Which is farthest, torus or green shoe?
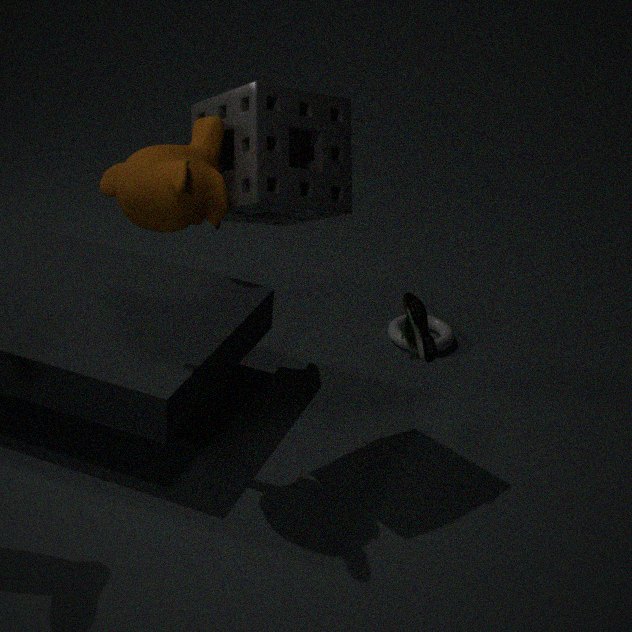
torus
